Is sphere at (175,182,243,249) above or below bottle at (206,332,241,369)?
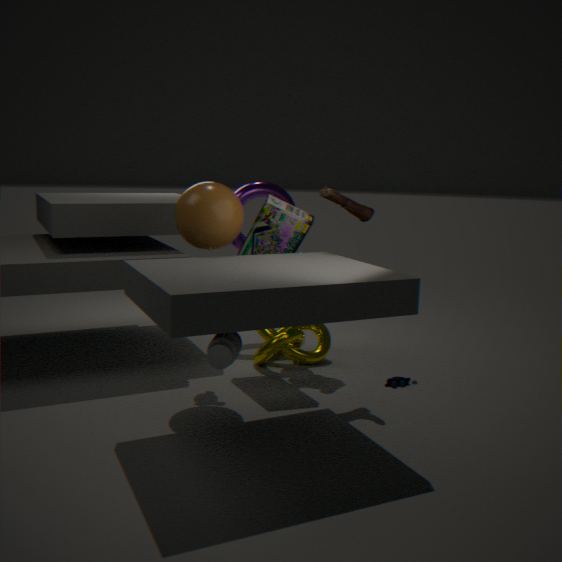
above
